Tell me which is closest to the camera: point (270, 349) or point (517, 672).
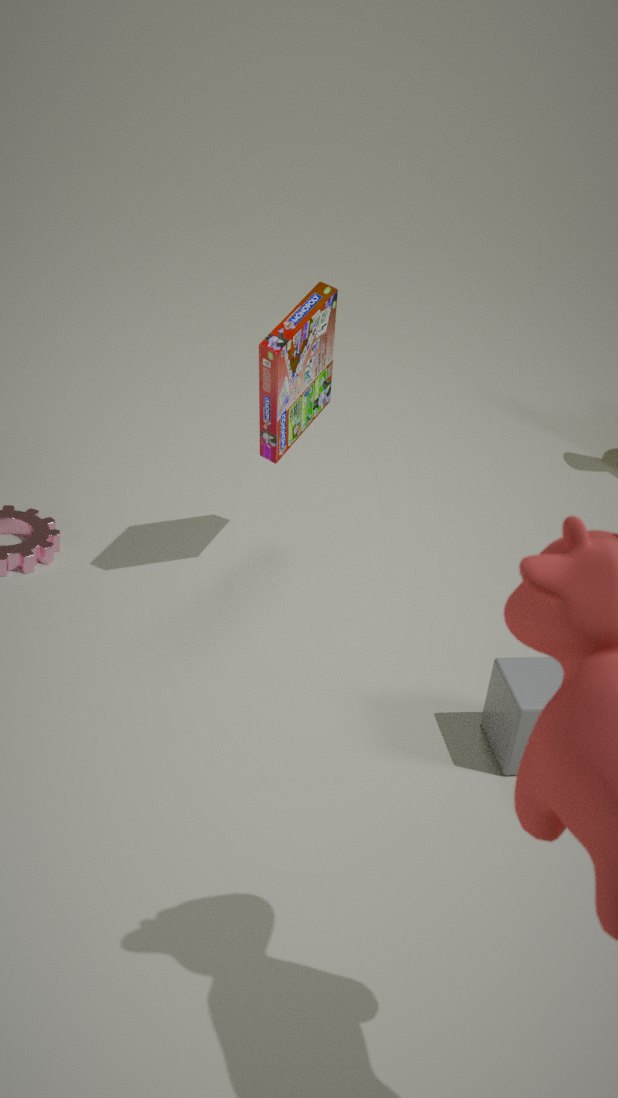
point (517, 672)
